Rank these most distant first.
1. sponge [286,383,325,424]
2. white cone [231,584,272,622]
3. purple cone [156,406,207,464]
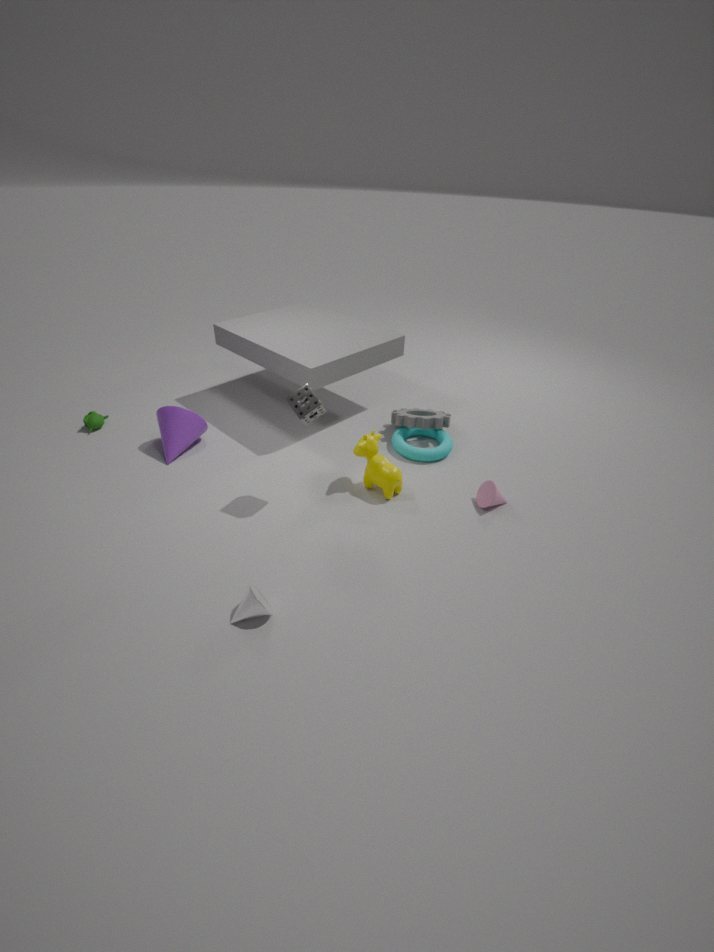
purple cone [156,406,207,464] → sponge [286,383,325,424] → white cone [231,584,272,622]
